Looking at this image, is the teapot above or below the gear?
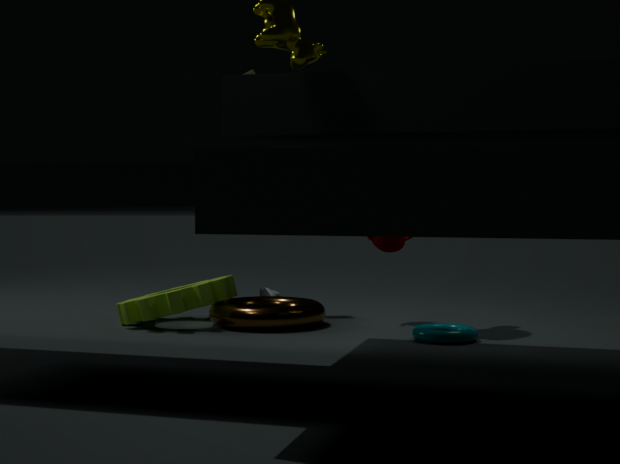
above
